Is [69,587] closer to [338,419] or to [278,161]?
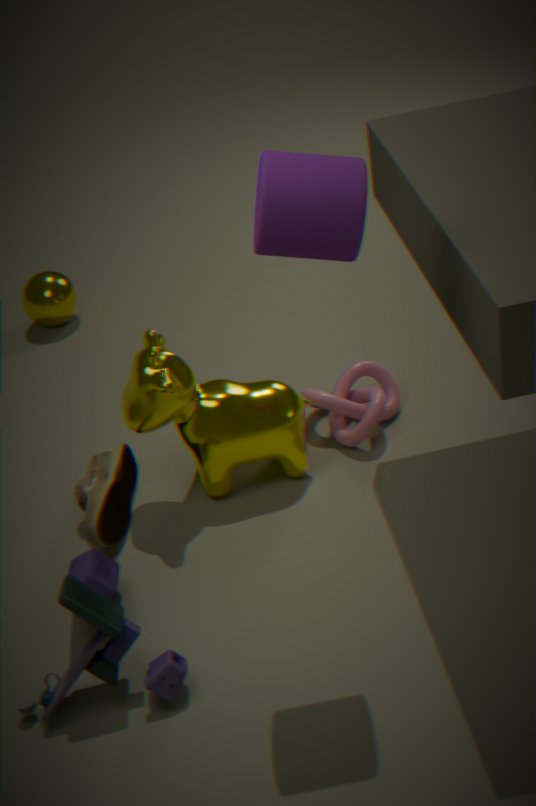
[338,419]
